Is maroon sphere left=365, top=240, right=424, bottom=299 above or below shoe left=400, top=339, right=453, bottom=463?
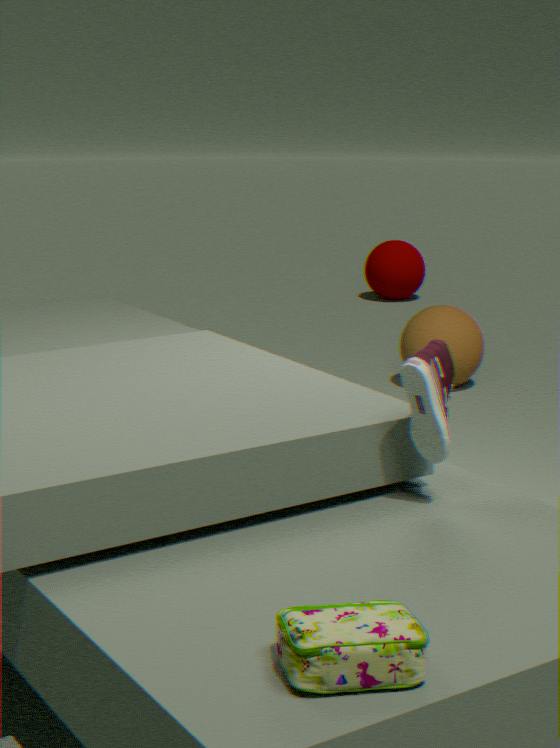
below
